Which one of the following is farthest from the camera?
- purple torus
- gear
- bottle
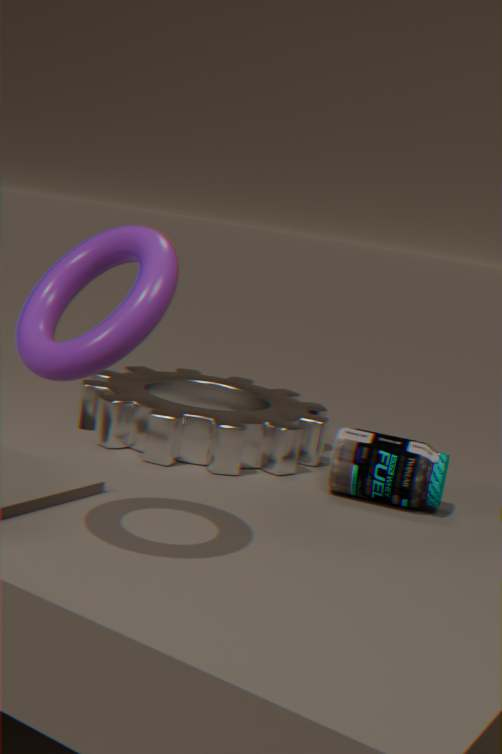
gear
